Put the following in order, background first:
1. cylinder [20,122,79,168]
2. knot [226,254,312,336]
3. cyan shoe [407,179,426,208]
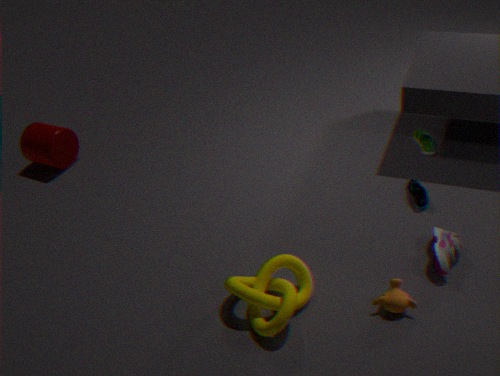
1. cylinder [20,122,79,168]
2. cyan shoe [407,179,426,208]
3. knot [226,254,312,336]
